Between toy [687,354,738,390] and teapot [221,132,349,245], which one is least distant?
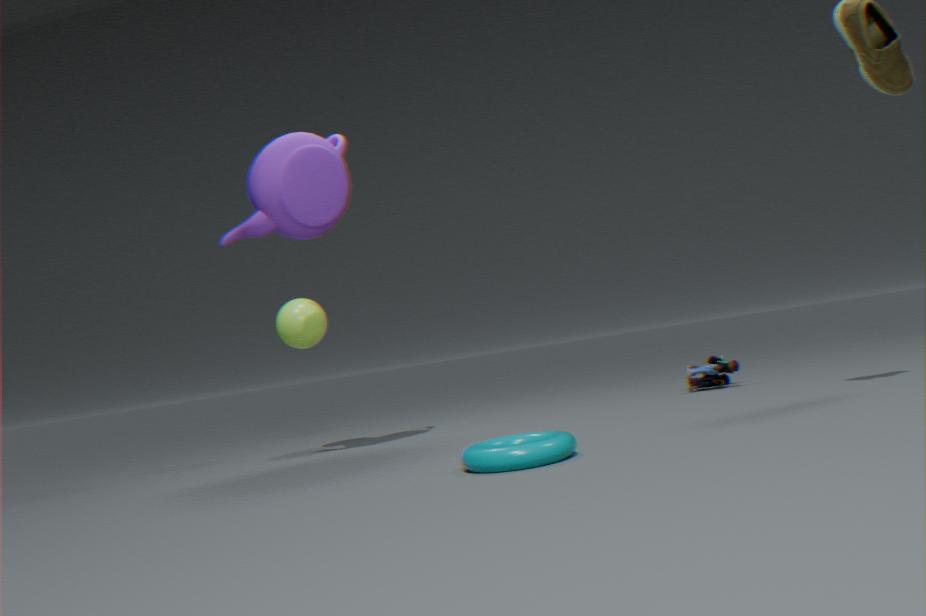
teapot [221,132,349,245]
